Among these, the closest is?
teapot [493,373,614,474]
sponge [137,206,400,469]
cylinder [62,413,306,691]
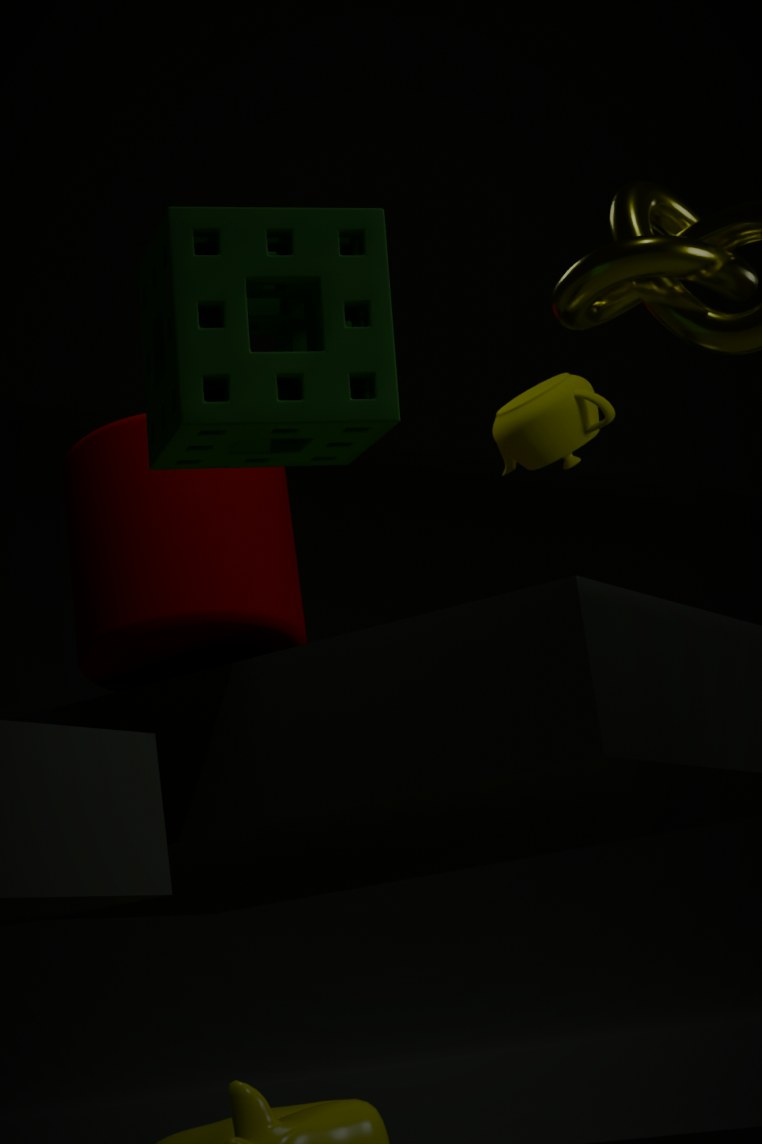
sponge [137,206,400,469]
